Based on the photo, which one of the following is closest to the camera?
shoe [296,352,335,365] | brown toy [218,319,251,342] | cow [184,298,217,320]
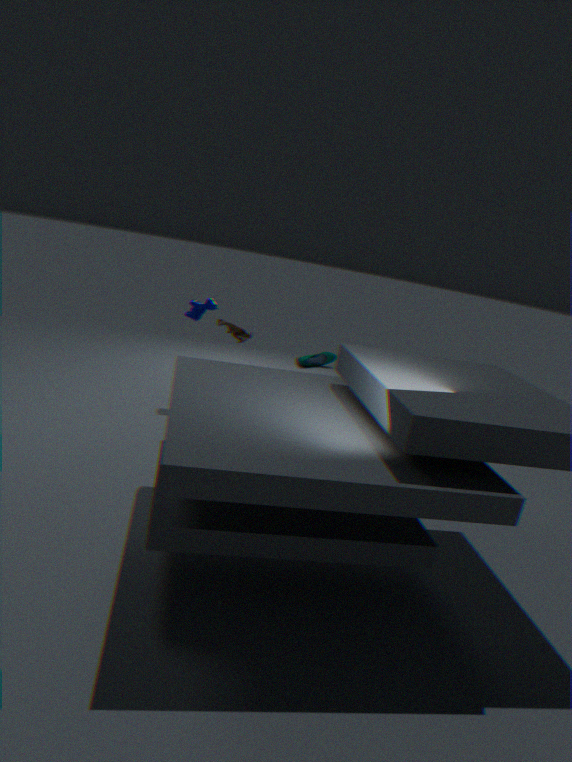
brown toy [218,319,251,342]
